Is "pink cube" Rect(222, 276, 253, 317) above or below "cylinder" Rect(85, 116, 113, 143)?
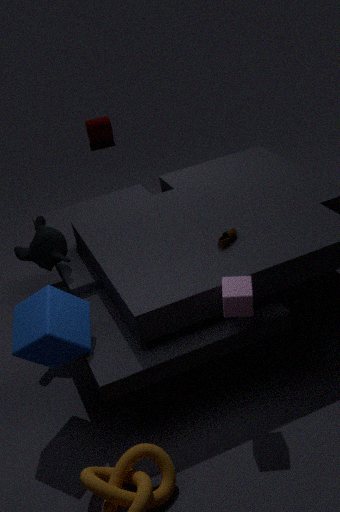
above
